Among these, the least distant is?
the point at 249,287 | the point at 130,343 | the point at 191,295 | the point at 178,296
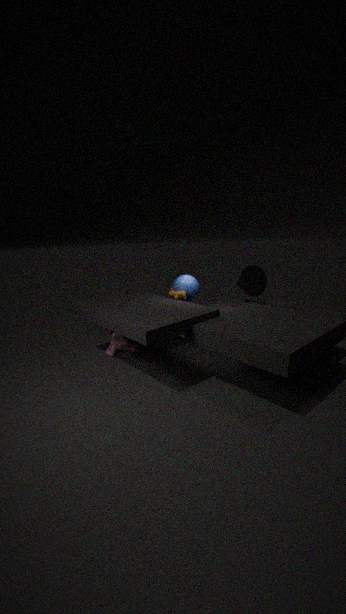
the point at 178,296
